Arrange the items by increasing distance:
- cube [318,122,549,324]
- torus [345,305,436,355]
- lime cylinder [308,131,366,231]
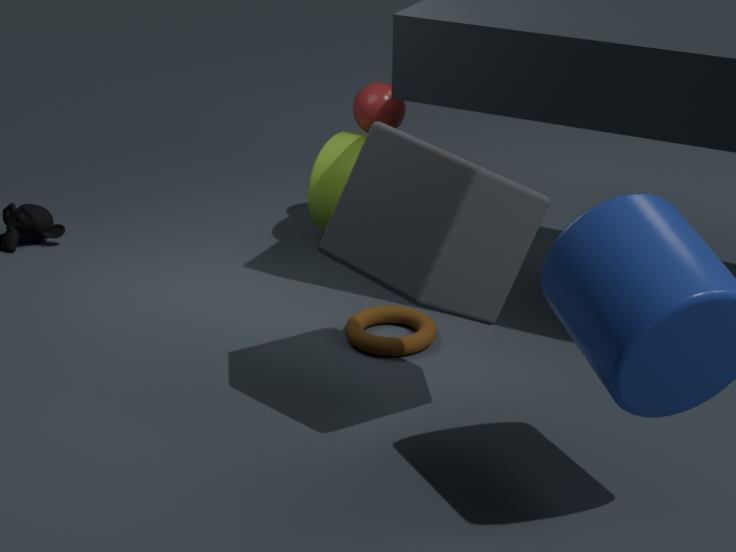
cube [318,122,549,324] → torus [345,305,436,355] → lime cylinder [308,131,366,231]
